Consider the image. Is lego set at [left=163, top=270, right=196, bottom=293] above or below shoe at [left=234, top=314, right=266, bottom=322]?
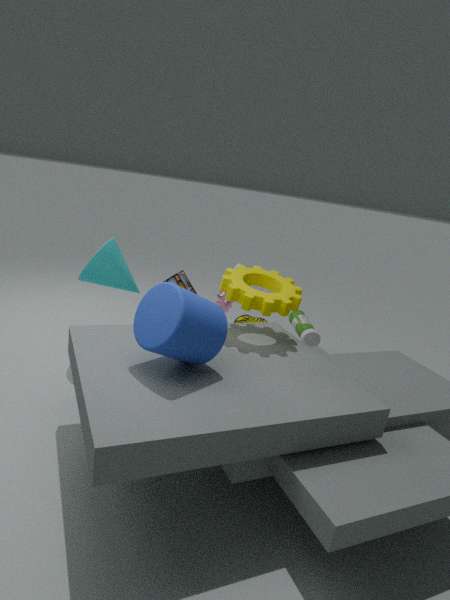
above
